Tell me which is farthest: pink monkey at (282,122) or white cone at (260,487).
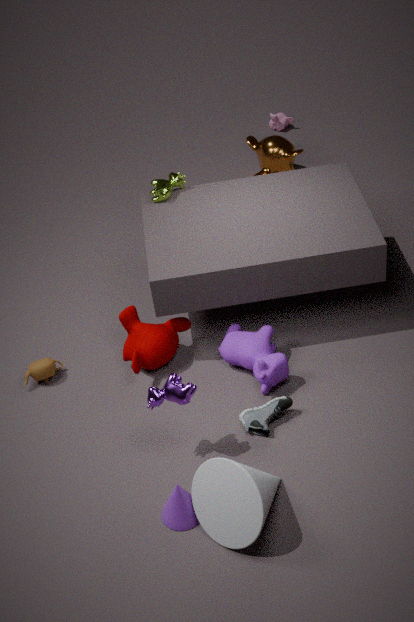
pink monkey at (282,122)
